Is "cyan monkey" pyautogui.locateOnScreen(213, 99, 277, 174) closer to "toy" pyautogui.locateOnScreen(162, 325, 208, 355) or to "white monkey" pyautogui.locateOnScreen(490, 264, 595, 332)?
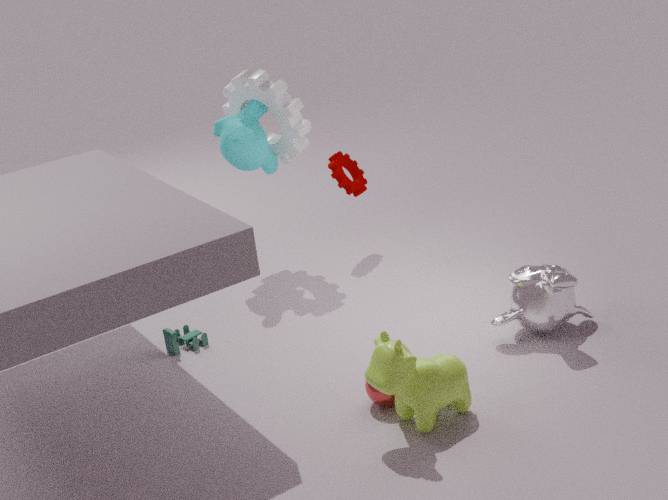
"toy" pyautogui.locateOnScreen(162, 325, 208, 355)
